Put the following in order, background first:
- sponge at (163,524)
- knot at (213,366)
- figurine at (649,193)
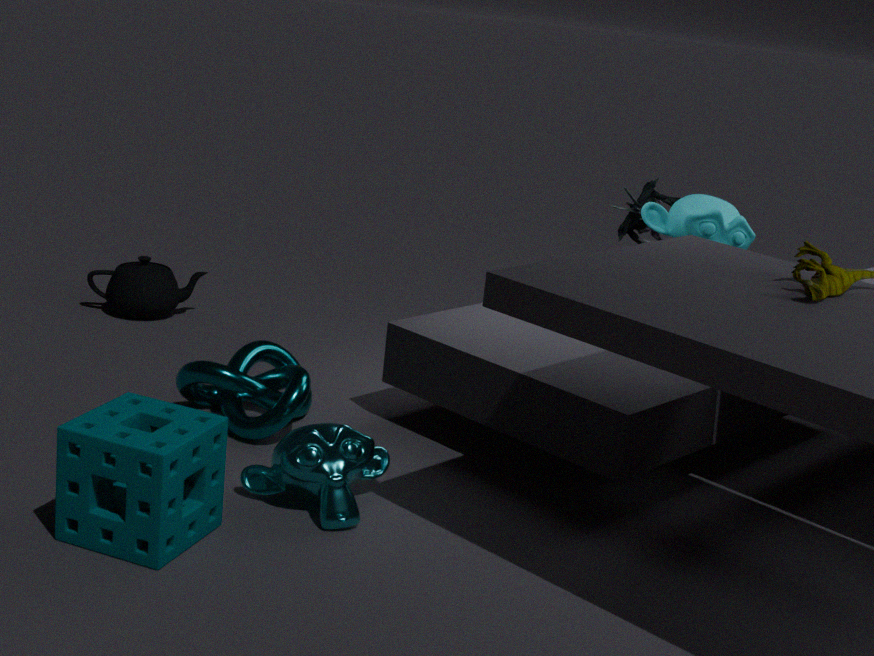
figurine at (649,193)
knot at (213,366)
sponge at (163,524)
